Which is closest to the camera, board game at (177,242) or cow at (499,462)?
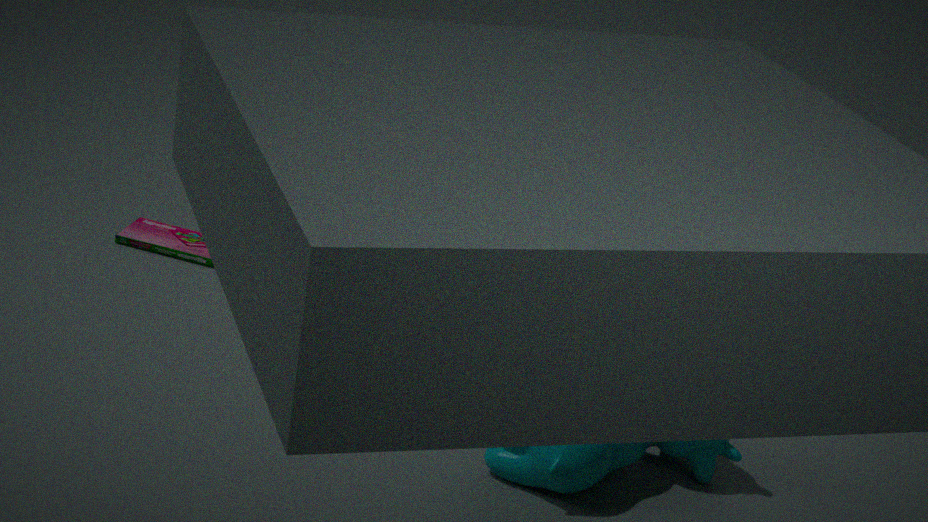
cow at (499,462)
